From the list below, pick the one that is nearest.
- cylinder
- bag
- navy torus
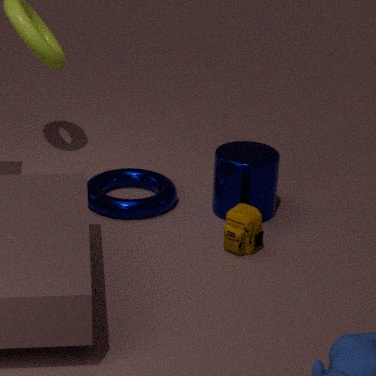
bag
